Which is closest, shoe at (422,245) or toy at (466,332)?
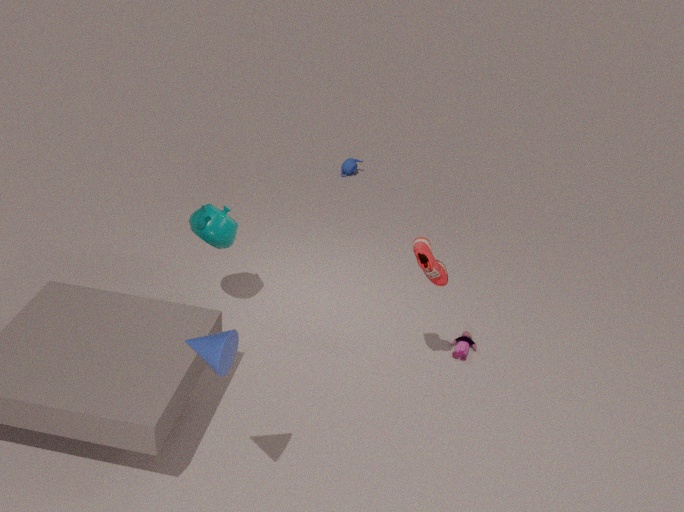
shoe at (422,245)
